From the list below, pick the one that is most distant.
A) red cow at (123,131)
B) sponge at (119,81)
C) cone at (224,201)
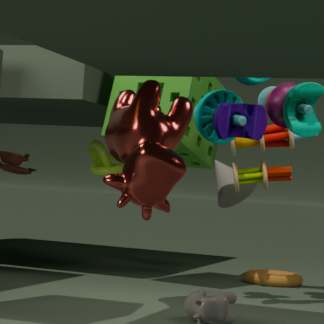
cone at (224,201)
